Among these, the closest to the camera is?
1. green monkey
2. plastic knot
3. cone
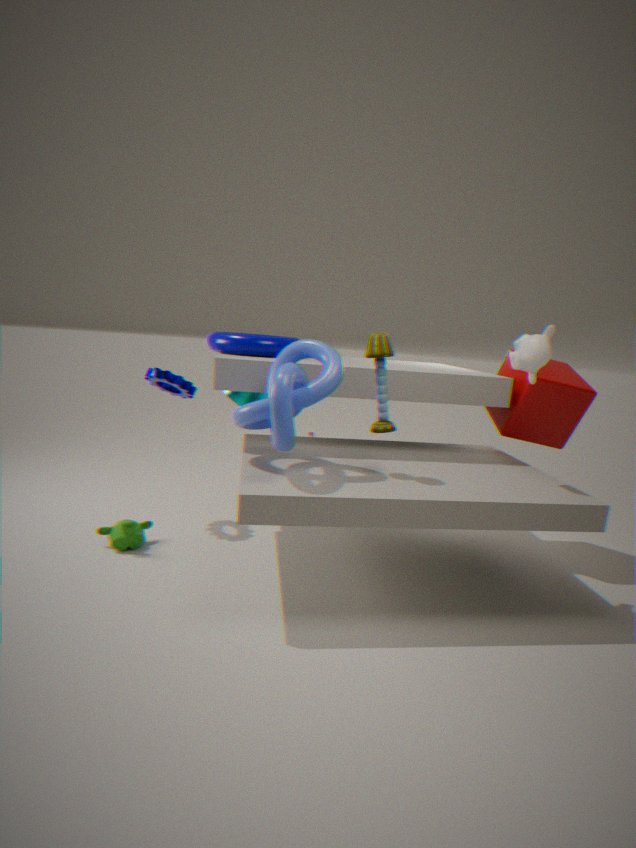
plastic knot
